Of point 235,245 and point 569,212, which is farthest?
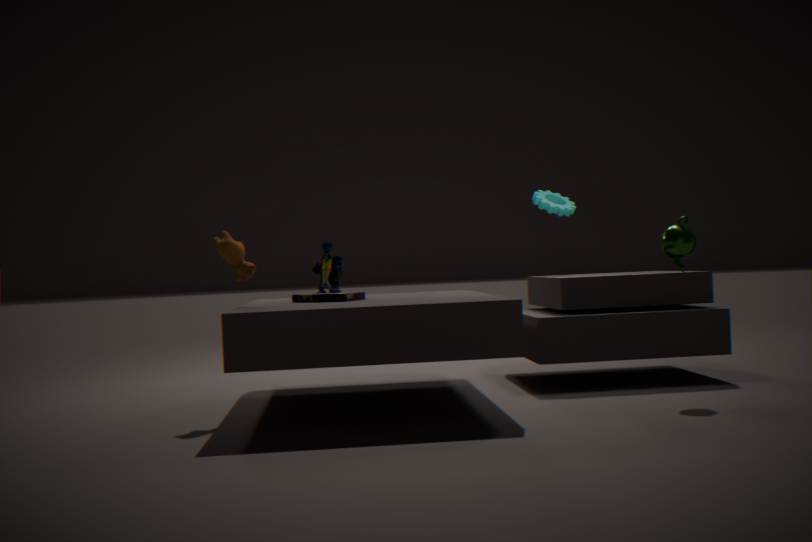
point 569,212
